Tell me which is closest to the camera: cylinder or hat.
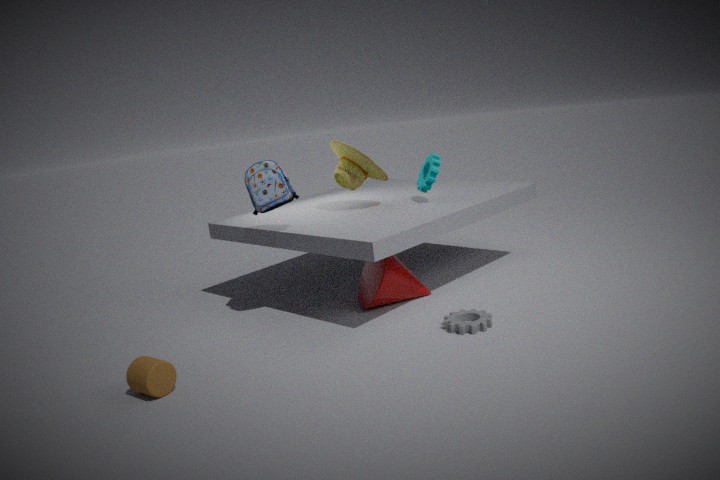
cylinder
